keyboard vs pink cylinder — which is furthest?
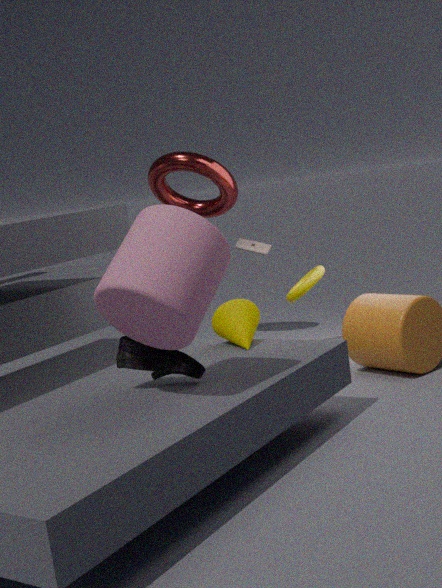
keyboard
